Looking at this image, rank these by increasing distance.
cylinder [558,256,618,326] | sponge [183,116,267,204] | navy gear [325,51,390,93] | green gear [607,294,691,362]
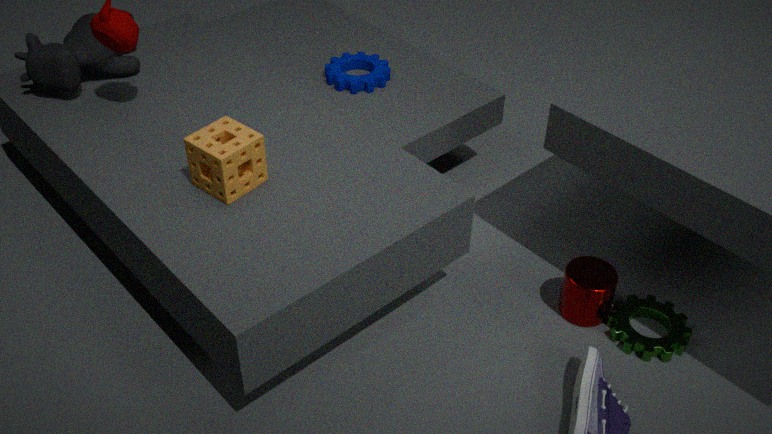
sponge [183,116,267,204] < green gear [607,294,691,362] < cylinder [558,256,618,326] < navy gear [325,51,390,93]
